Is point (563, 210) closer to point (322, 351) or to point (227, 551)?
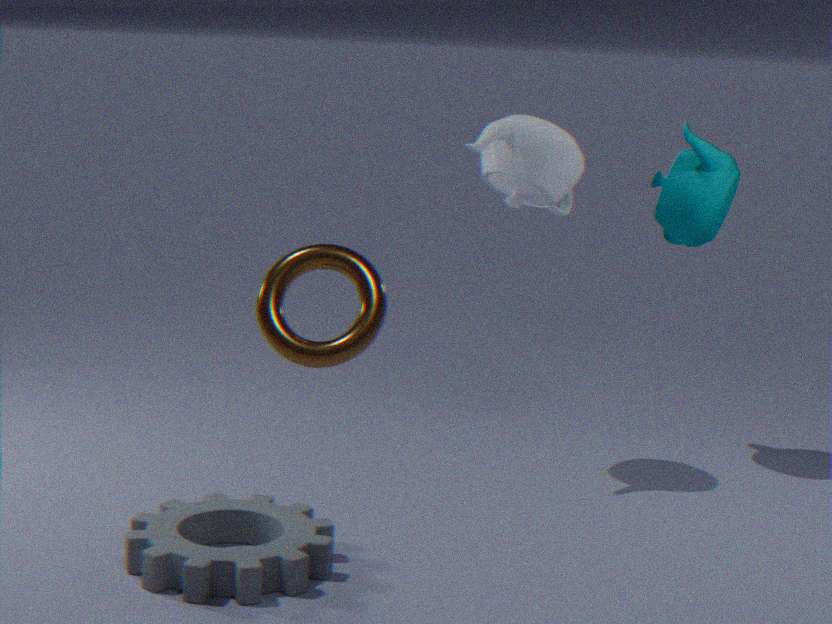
point (227, 551)
